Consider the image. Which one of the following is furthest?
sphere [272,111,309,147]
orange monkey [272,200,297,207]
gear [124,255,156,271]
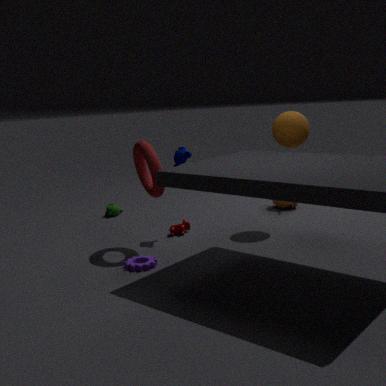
orange monkey [272,200,297,207]
